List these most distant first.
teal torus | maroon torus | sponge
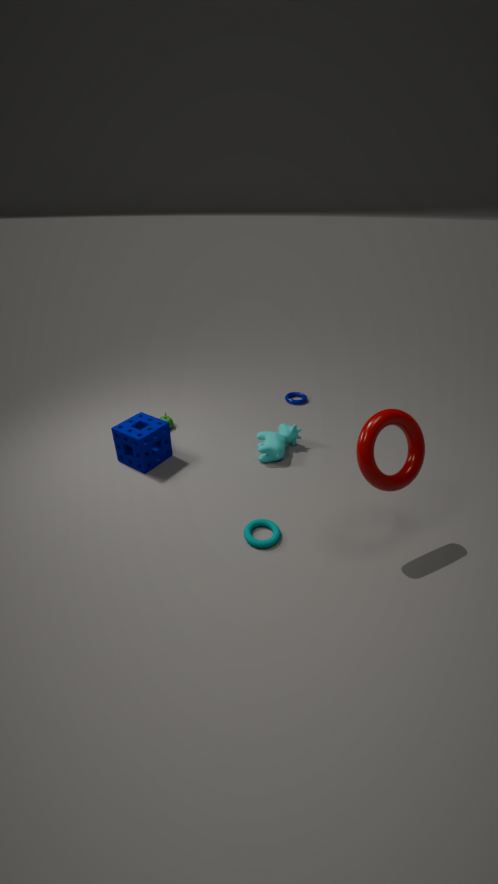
sponge → teal torus → maroon torus
